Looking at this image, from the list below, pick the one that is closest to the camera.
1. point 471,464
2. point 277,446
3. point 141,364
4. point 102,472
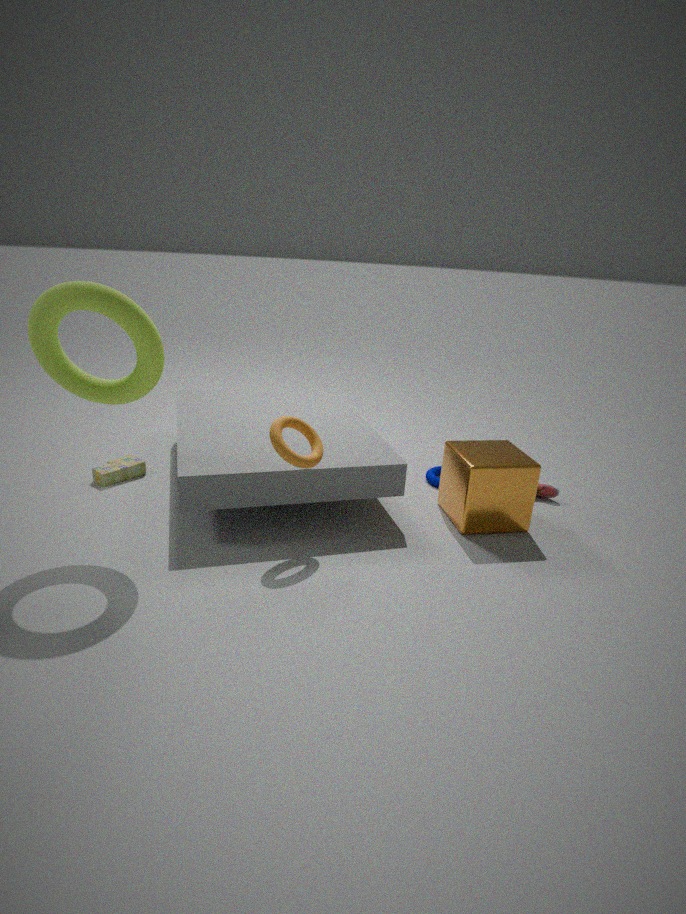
point 141,364
